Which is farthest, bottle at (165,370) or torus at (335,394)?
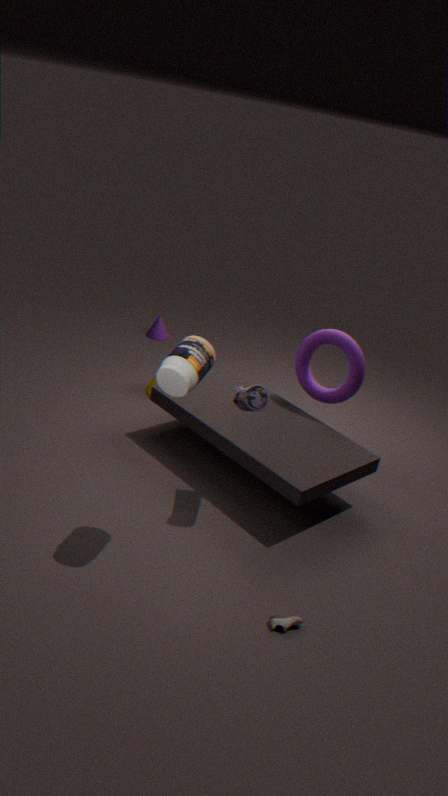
torus at (335,394)
